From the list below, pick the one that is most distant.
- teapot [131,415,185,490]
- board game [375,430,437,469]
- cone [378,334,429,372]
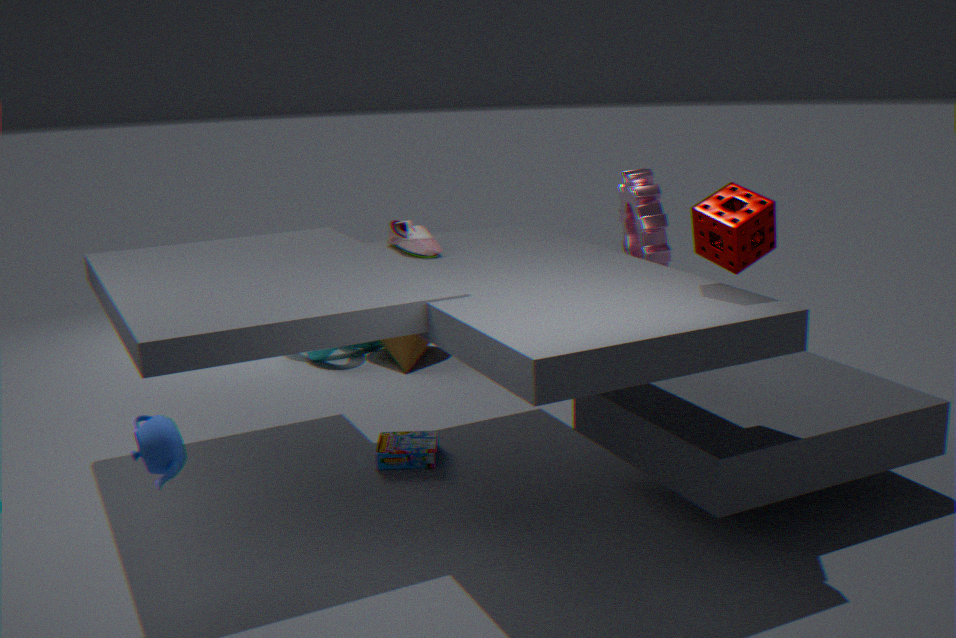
cone [378,334,429,372]
